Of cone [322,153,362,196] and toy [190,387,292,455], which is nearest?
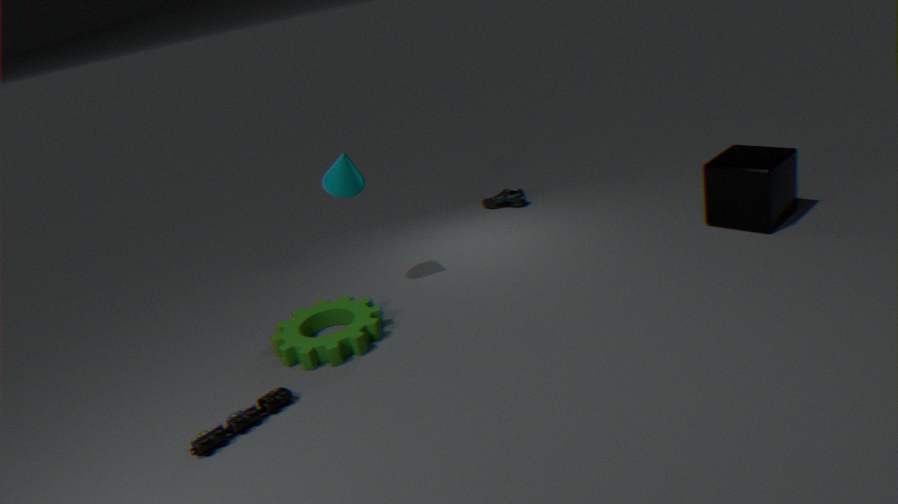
toy [190,387,292,455]
